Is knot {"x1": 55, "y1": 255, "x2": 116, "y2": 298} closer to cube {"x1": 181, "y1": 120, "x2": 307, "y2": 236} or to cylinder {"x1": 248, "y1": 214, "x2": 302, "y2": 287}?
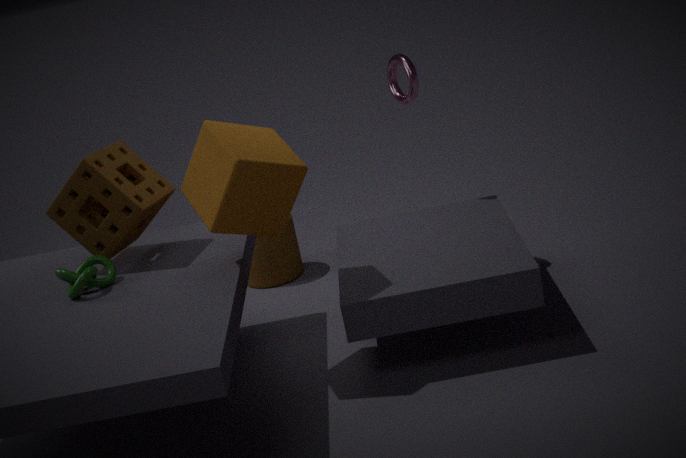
cube {"x1": 181, "y1": 120, "x2": 307, "y2": 236}
